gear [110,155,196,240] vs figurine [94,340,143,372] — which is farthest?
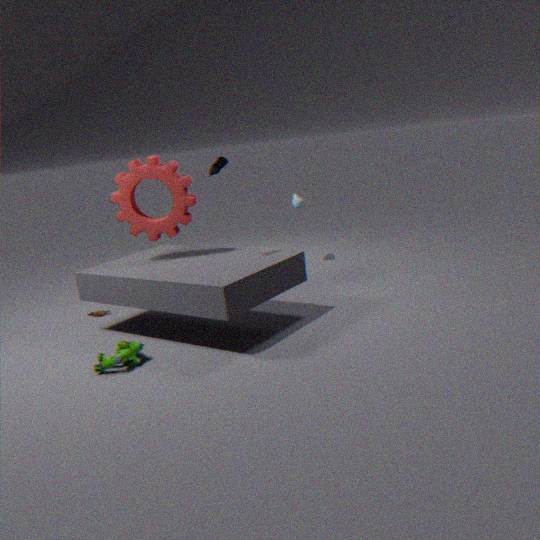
gear [110,155,196,240]
